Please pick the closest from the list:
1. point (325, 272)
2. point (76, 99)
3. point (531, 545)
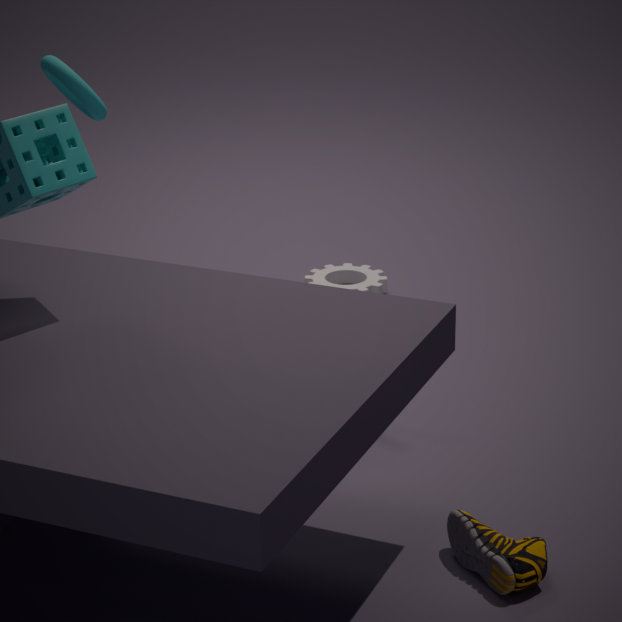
point (531, 545)
